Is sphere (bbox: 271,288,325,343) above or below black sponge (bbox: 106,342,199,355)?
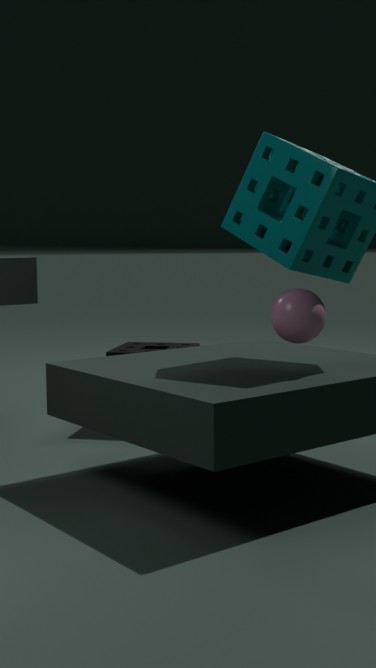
above
